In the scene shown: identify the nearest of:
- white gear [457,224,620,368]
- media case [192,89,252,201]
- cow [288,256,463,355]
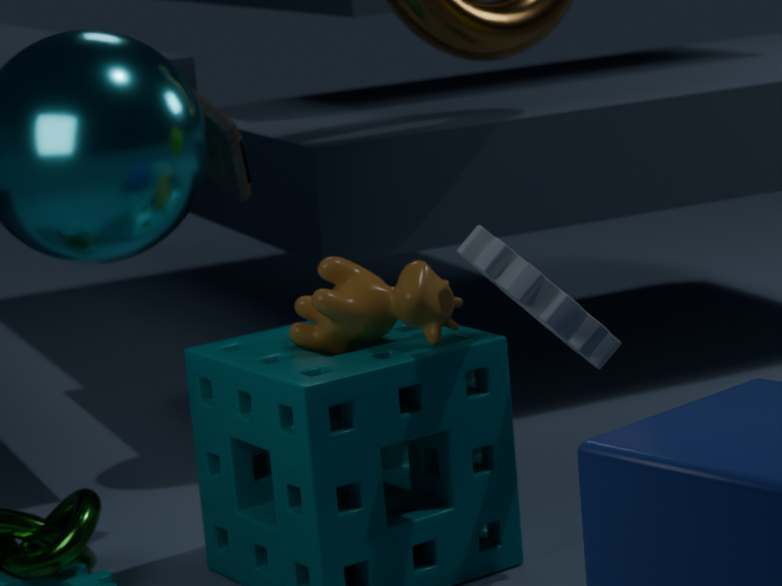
white gear [457,224,620,368]
